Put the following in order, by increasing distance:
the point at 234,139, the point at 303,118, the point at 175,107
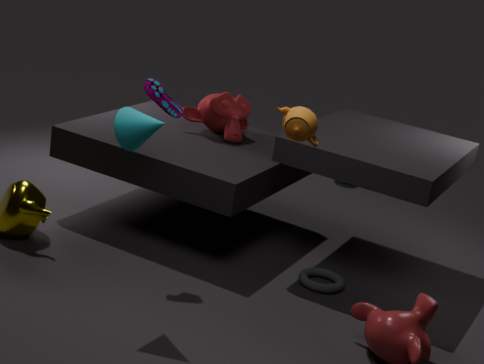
the point at 303,118 < the point at 175,107 < the point at 234,139
